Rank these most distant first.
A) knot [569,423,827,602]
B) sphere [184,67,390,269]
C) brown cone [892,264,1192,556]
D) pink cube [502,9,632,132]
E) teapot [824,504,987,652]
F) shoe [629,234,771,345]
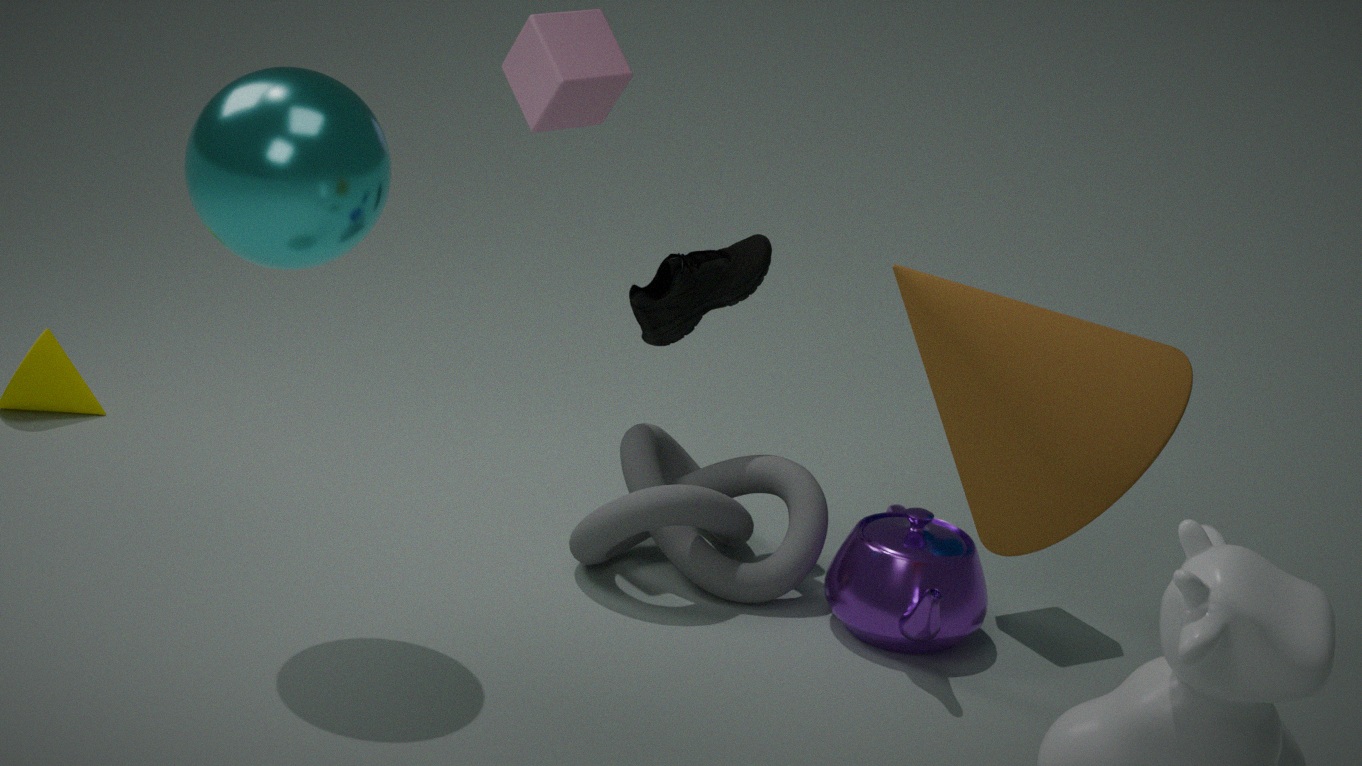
shoe [629,234,771,345] → pink cube [502,9,632,132] → knot [569,423,827,602] → teapot [824,504,987,652] → sphere [184,67,390,269] → brown cone [892,264,1192,556]
